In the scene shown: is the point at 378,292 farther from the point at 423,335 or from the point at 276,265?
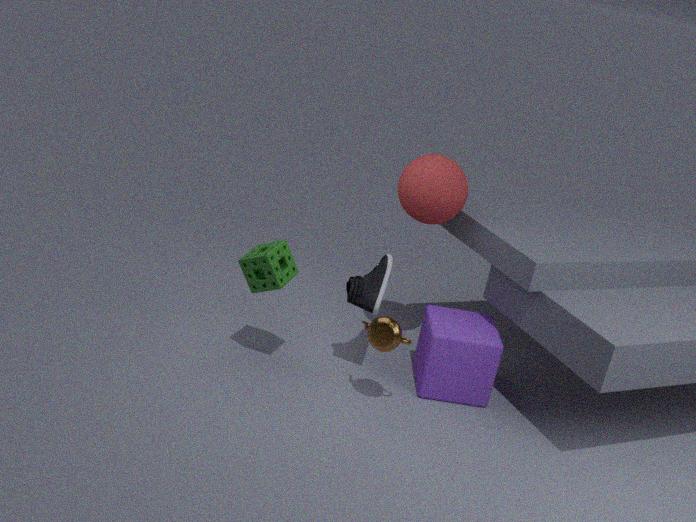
the point at 423,335
